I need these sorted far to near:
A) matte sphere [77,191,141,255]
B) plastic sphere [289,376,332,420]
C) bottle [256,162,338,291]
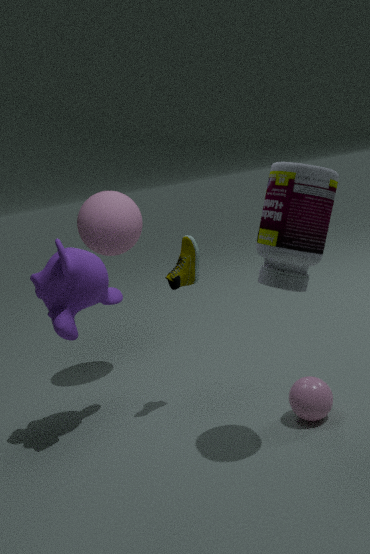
matte sphere [77,191,141,255] < plastic sphere [289,376,332,420] < bottle [256,162,338,291]
